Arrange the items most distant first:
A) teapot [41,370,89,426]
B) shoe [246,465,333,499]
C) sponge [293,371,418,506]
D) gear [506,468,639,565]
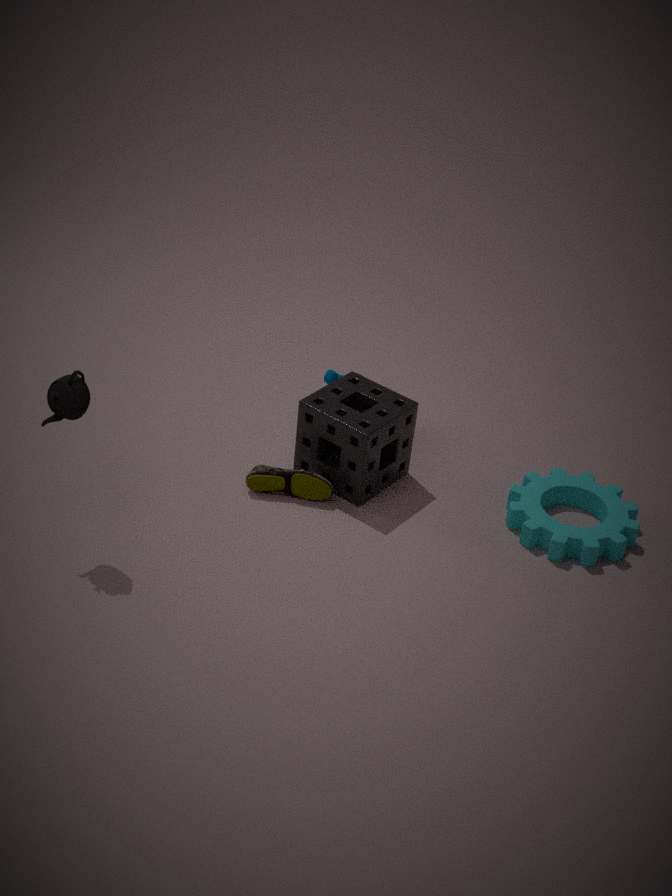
shoe [246,465,333,499], sponge [293,371,418,506], gear [506,468,639,565], teapot [41,370,89,426]
